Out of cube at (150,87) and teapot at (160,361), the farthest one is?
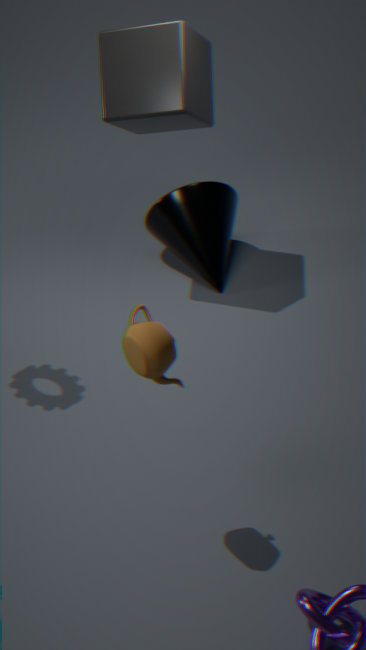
cube at (150,87)
